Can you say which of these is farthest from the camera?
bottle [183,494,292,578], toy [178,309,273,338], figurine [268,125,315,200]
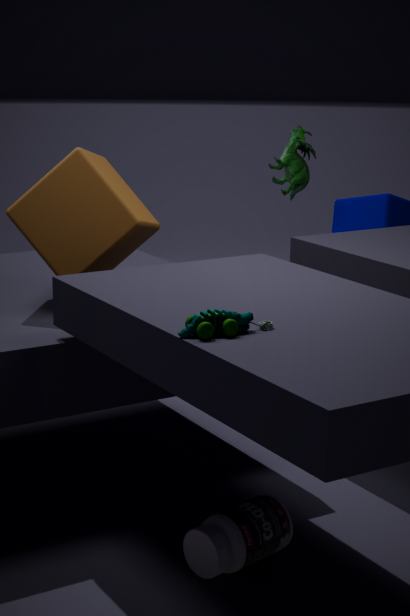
figurine [268,125,315,200]
